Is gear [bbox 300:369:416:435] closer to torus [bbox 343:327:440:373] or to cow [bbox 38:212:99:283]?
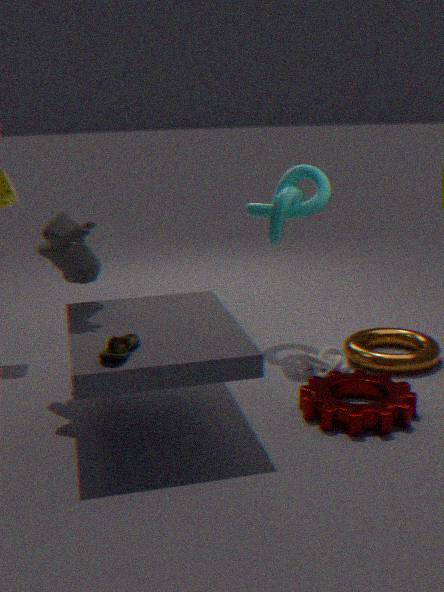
torus [bbox 343:327:440:373]
